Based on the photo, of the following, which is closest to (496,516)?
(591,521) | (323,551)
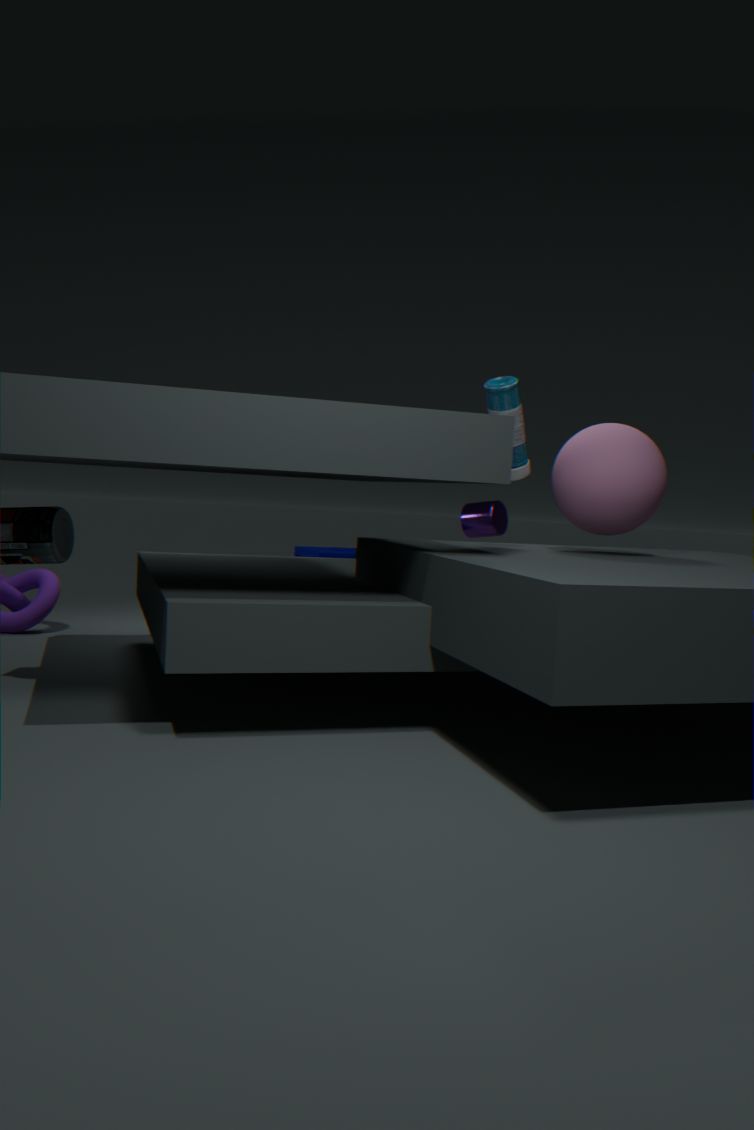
(323,551)
